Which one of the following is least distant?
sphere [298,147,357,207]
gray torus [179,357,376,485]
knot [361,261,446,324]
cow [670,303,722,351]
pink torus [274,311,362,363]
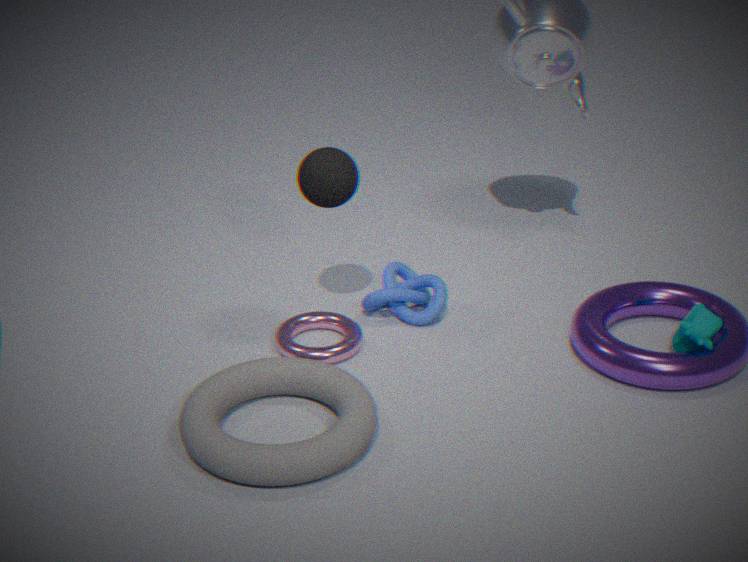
gray torus [179,357,376,485]
